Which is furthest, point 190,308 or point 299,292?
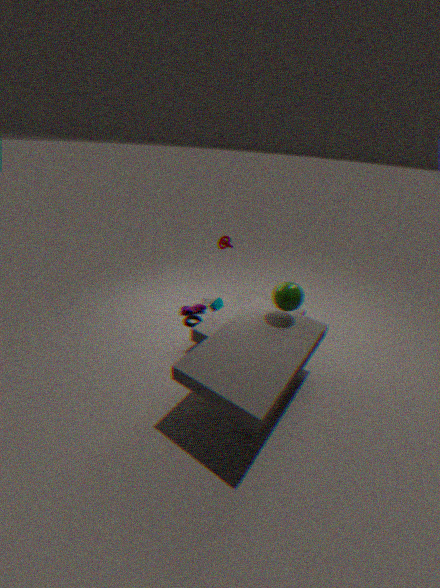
point 190,308
